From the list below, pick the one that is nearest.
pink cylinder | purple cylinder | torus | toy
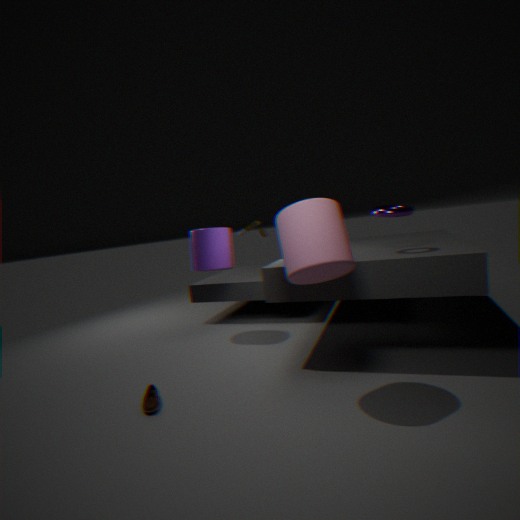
pink cylinder
